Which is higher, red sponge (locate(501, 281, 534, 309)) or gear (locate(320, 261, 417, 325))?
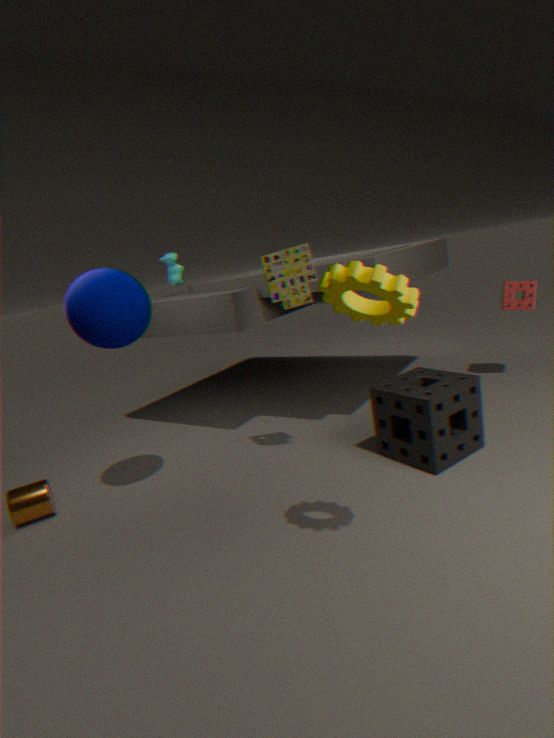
gear (locate(320, 261, 417, 325))
